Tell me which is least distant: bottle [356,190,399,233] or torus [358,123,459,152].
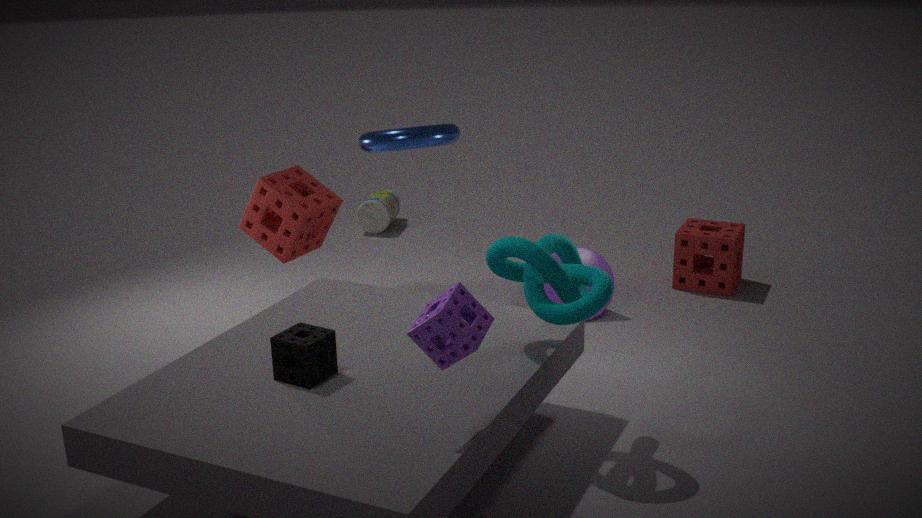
torus [358,123,459,152]
